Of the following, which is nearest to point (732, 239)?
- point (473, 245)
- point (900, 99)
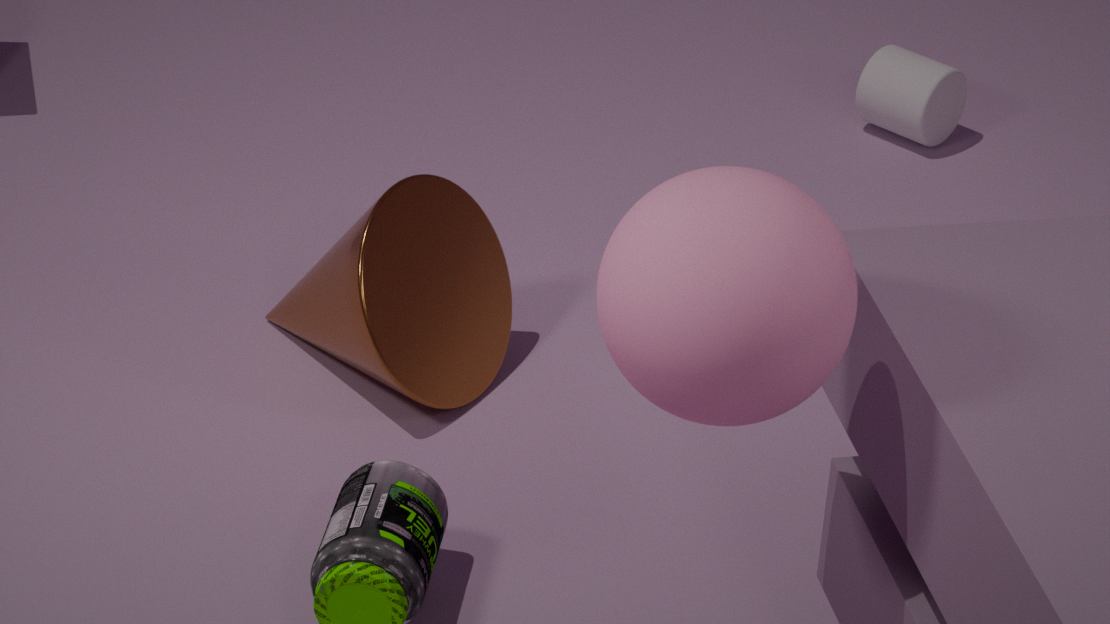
point (473, 245)
